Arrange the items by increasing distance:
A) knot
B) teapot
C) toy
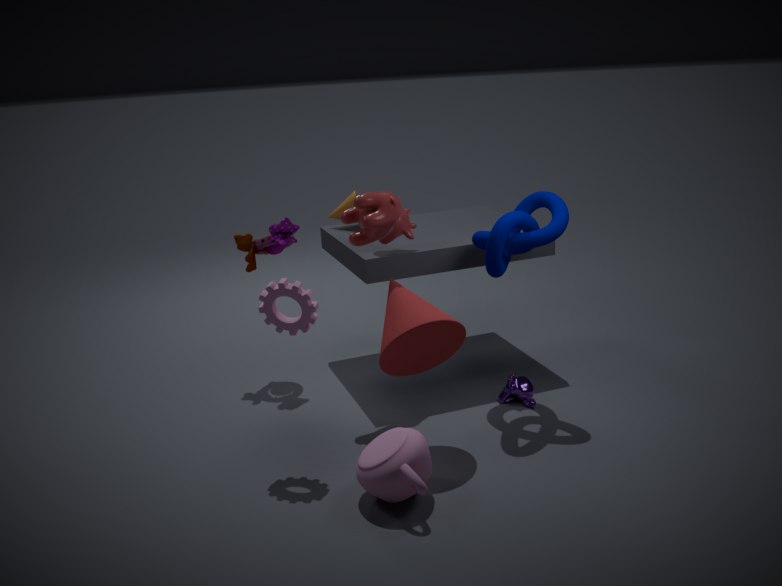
1. teapot
2. knot
3. toy
